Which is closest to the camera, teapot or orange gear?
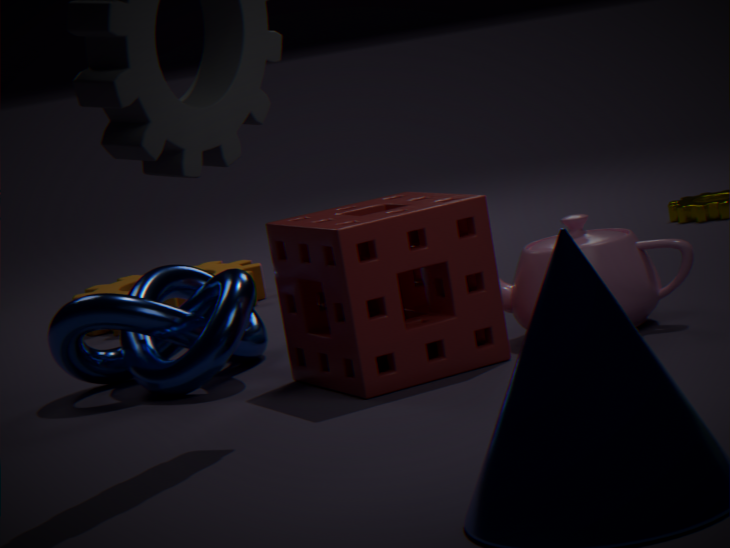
teapot
